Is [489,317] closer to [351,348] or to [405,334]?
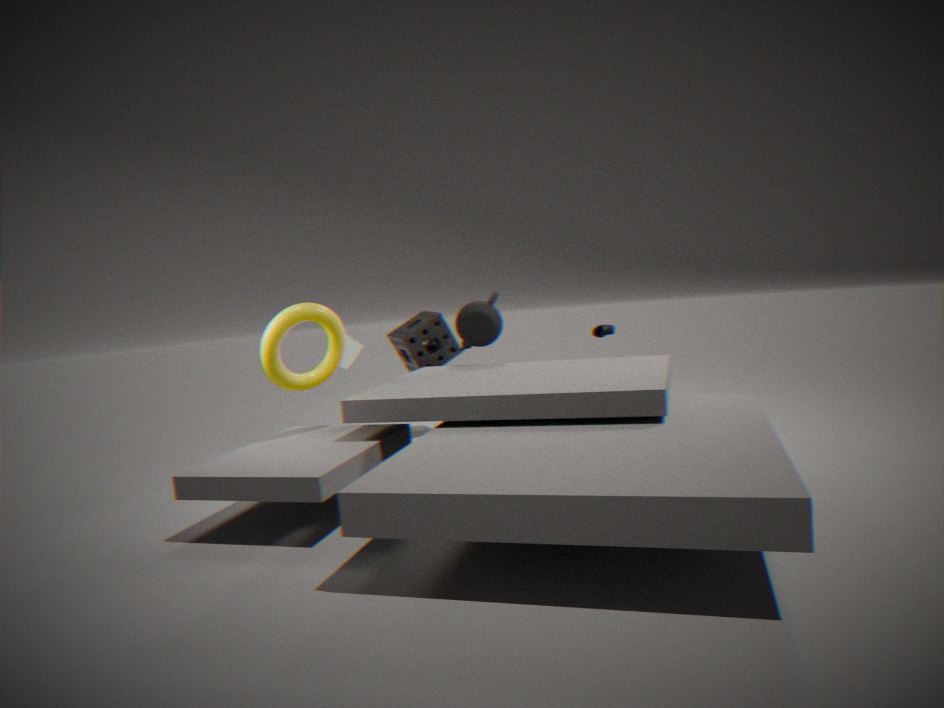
[405,334]
